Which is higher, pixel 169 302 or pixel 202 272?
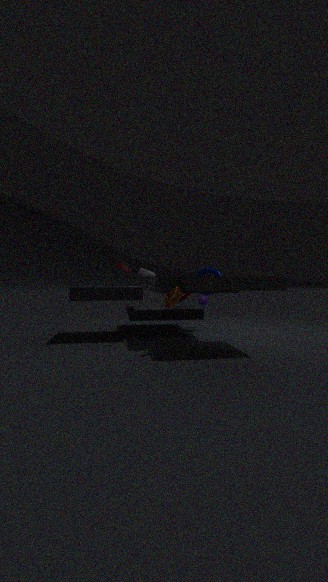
pixel 202 272
